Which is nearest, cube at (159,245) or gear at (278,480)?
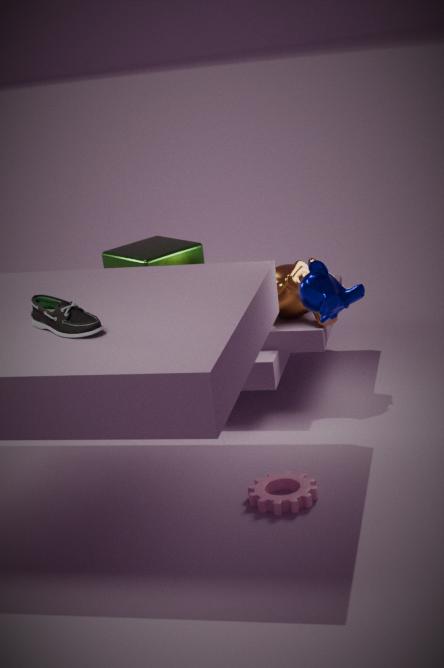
gear at (278,480)
